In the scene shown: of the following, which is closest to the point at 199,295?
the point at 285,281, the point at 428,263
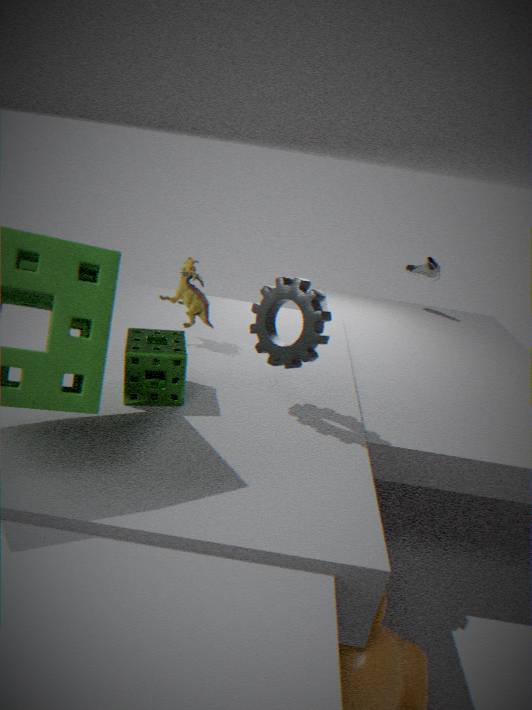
the point at 285,281
